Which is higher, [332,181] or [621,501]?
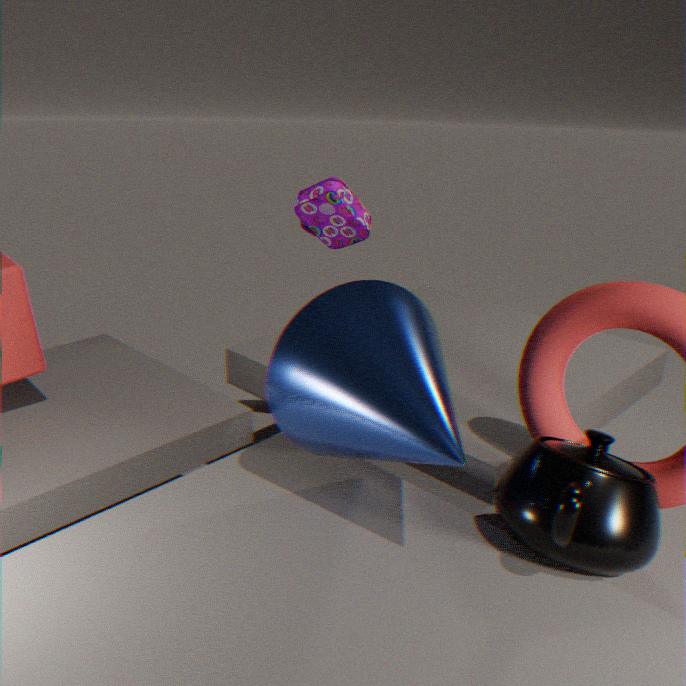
[332,181]
